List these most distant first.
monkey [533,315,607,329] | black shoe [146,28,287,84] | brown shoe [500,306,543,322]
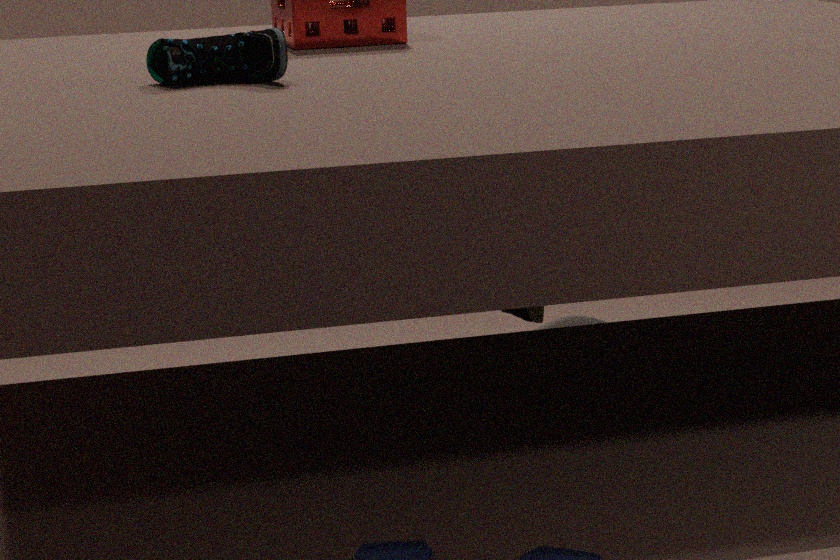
monkey [533,315,607,329] → brown shoe [500,306,543,322] → black shoe [146,28,287,84]
